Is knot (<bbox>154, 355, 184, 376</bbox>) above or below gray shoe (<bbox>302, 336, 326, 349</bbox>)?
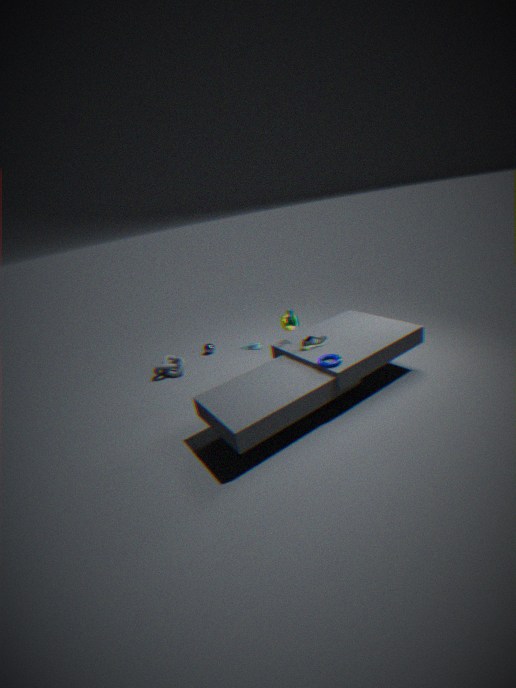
below
